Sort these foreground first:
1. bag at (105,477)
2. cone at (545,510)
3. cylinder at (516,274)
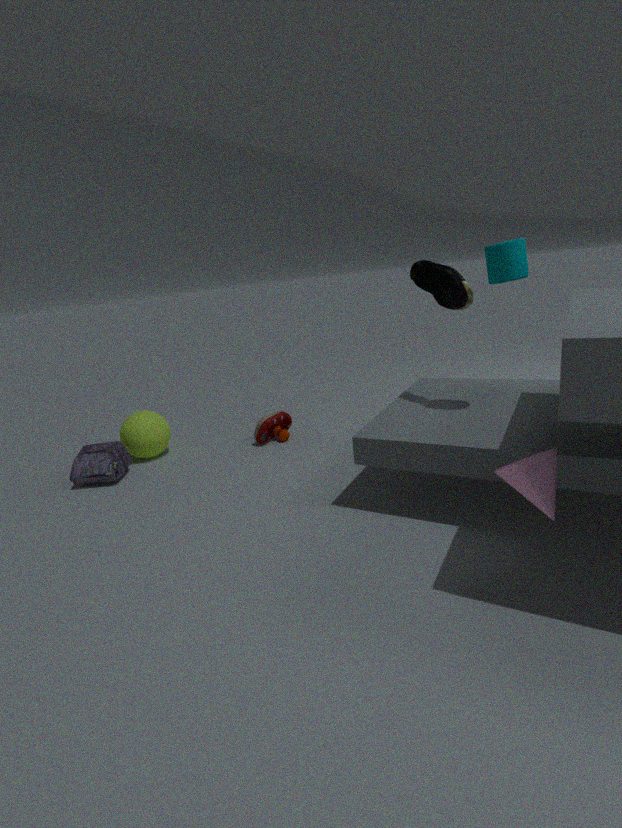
cone at (545,510) → cylinder at (516,274) → bag at (105,477)
